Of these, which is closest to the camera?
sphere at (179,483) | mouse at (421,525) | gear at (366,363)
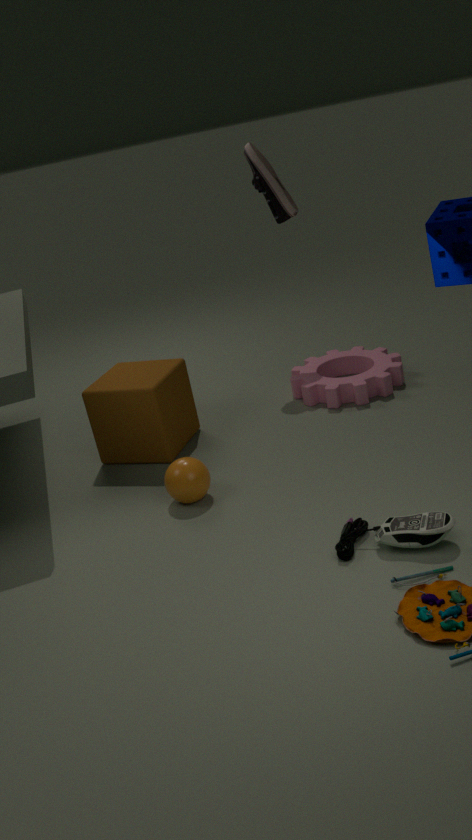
mouse at (421,525)
